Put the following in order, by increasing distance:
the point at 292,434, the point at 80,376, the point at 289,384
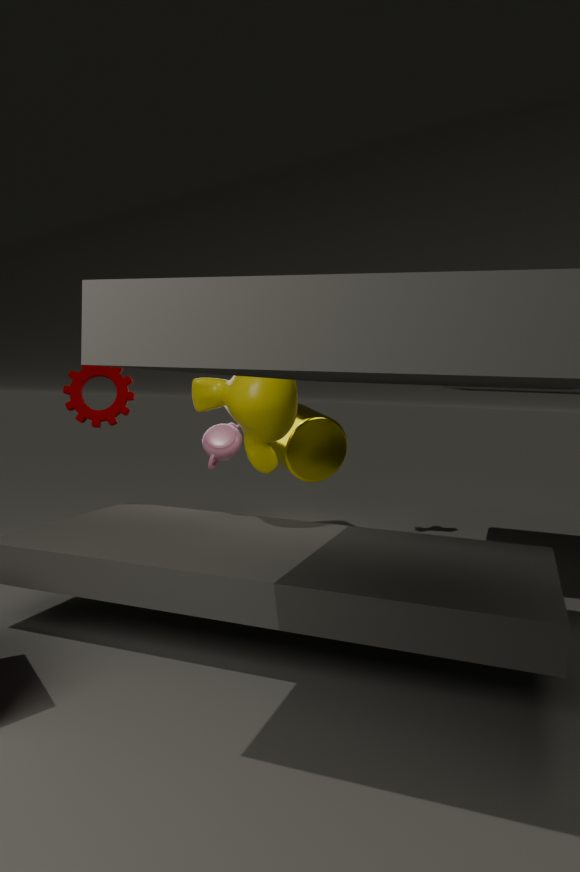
the point at 289,384 < the point at 80,376 < the point at 292,434
